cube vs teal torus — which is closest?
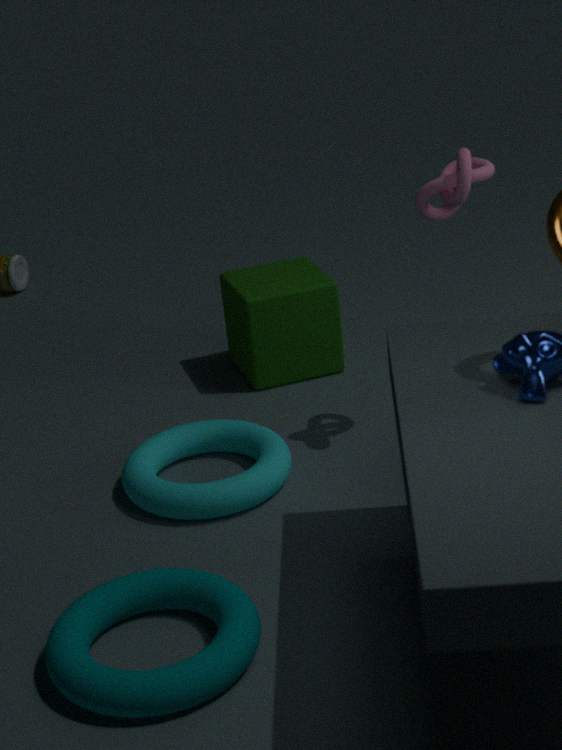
teal torus
